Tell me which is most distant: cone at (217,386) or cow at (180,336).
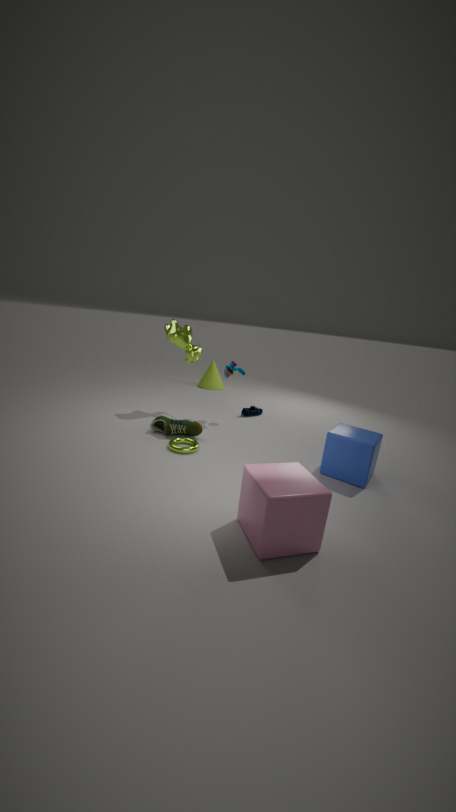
cone at (217,386)
